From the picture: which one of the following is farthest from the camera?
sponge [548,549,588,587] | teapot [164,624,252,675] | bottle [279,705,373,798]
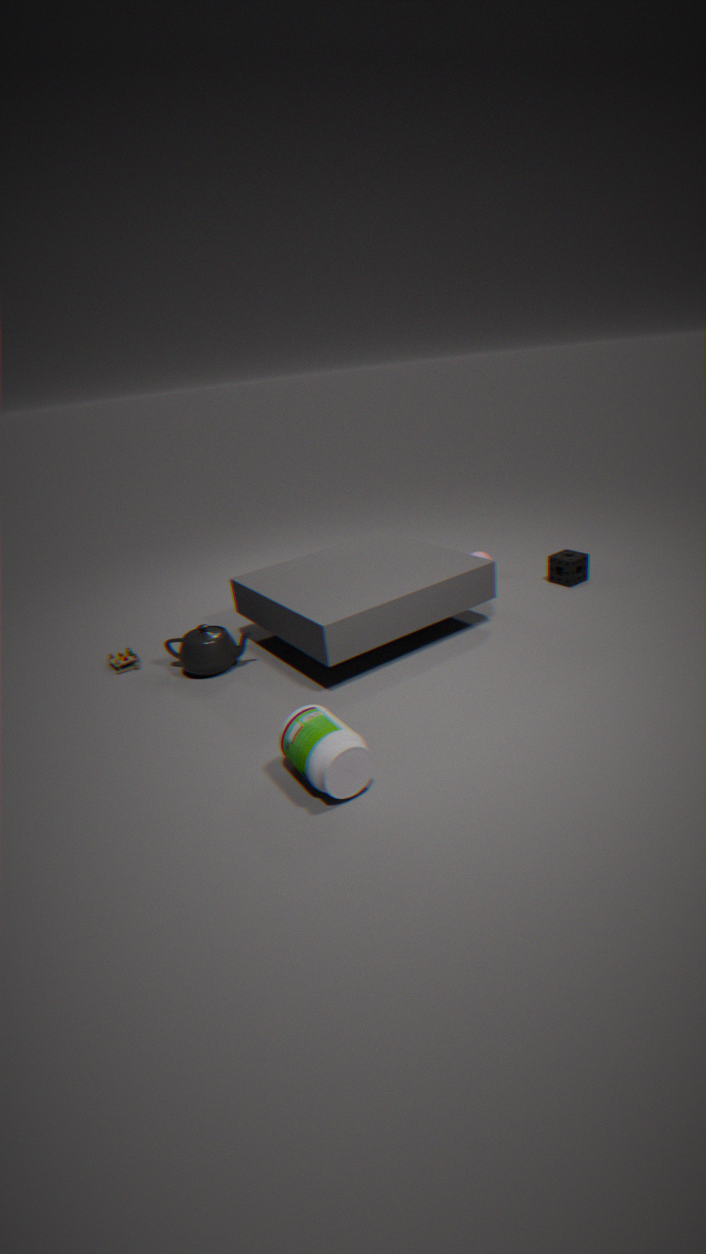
sponge [548,549,588,587]
